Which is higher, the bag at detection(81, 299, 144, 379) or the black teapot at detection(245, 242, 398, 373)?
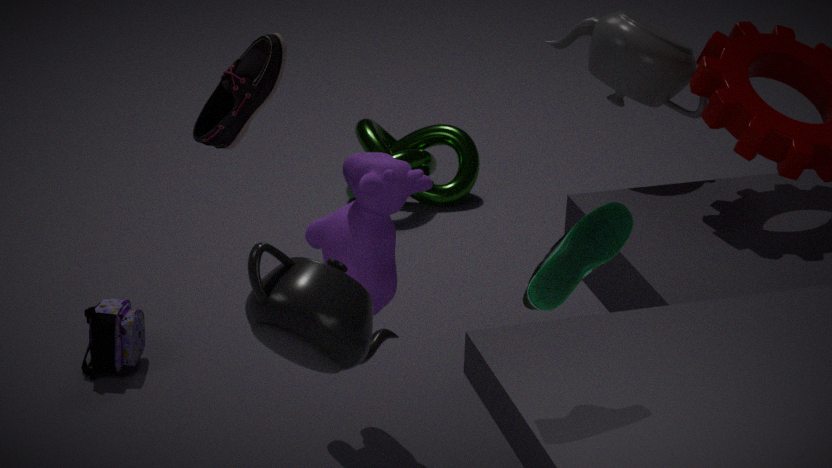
the black teapot at detection(245, 242, 398, 373)
